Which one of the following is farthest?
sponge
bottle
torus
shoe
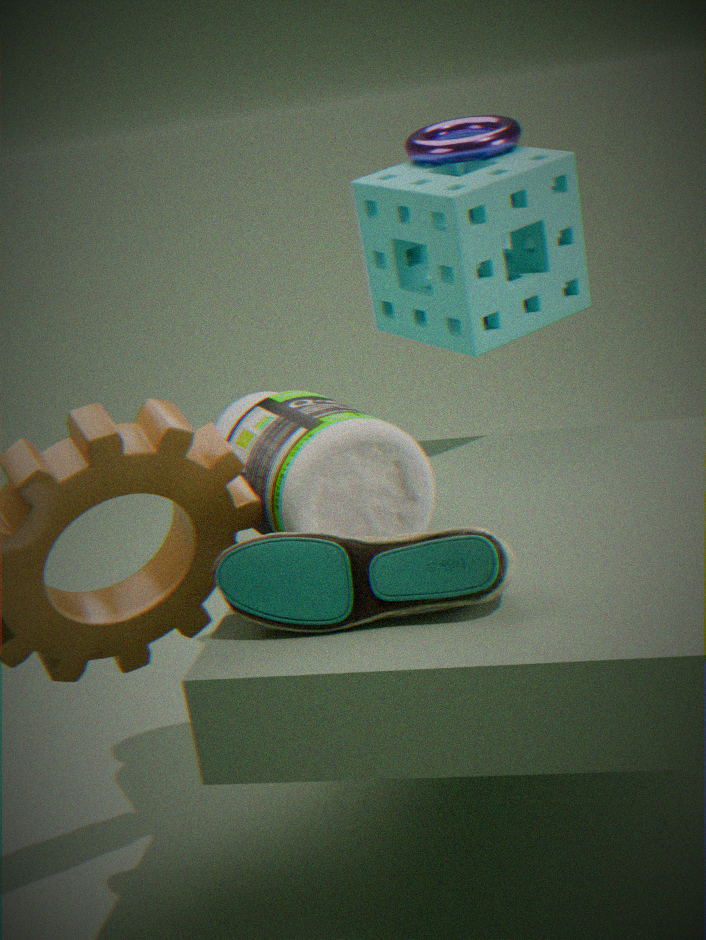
torus
